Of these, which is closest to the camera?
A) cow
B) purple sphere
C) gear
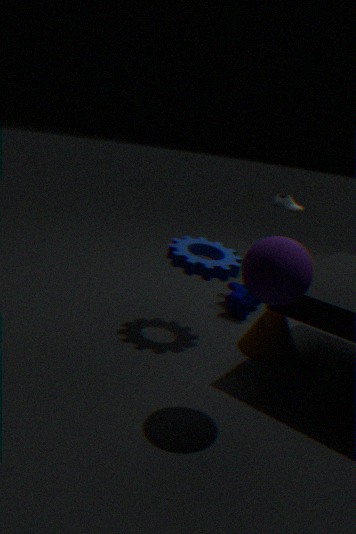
purple sphere
